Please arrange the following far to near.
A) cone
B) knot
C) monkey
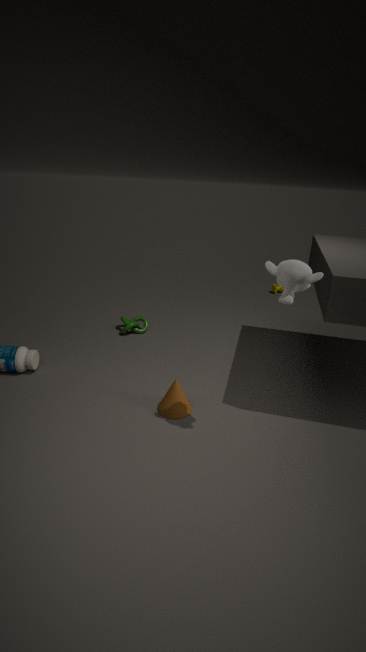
knot < cone < monkey
